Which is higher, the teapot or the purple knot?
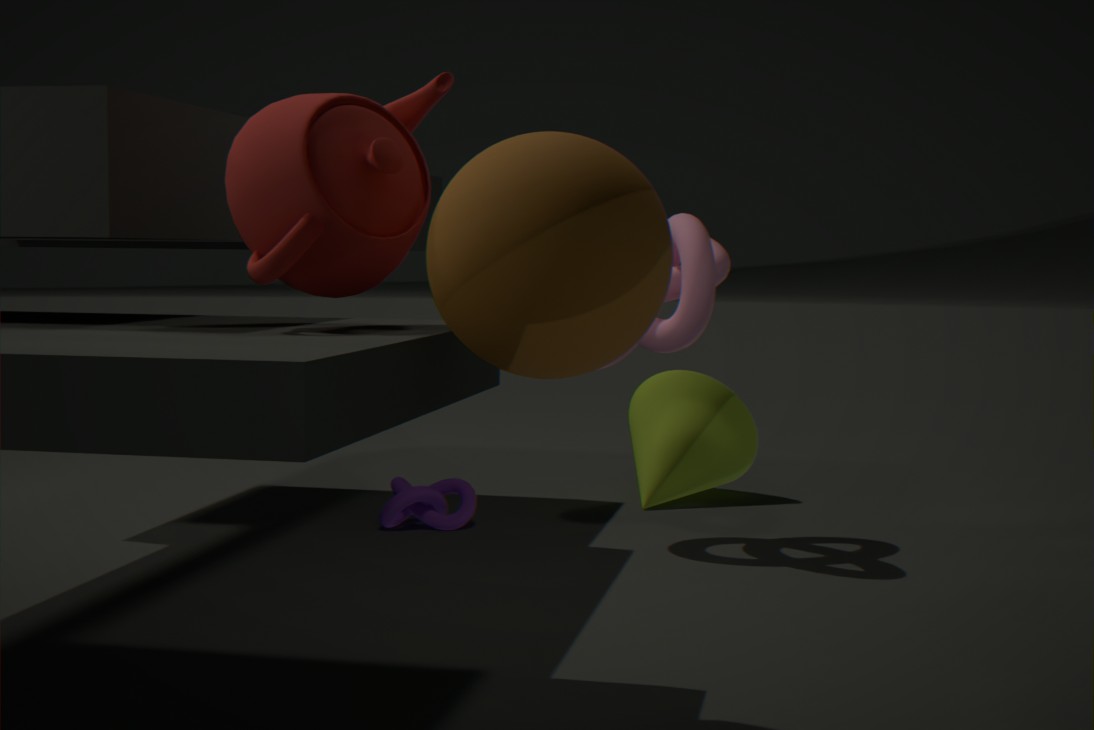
the teapot
